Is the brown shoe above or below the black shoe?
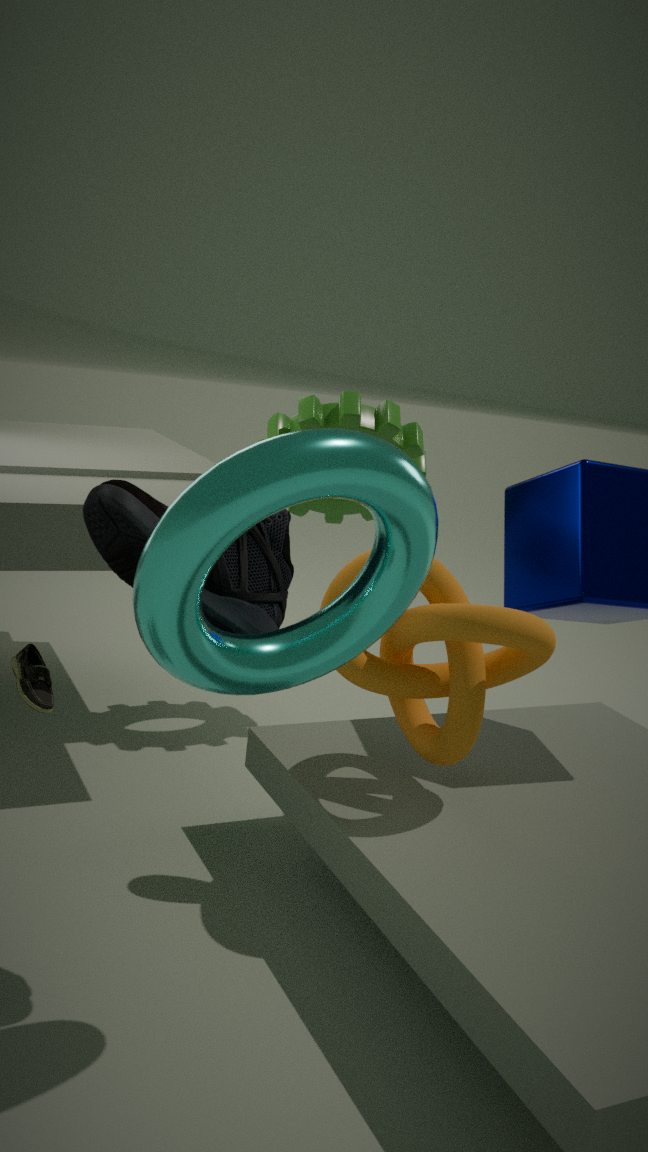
below
